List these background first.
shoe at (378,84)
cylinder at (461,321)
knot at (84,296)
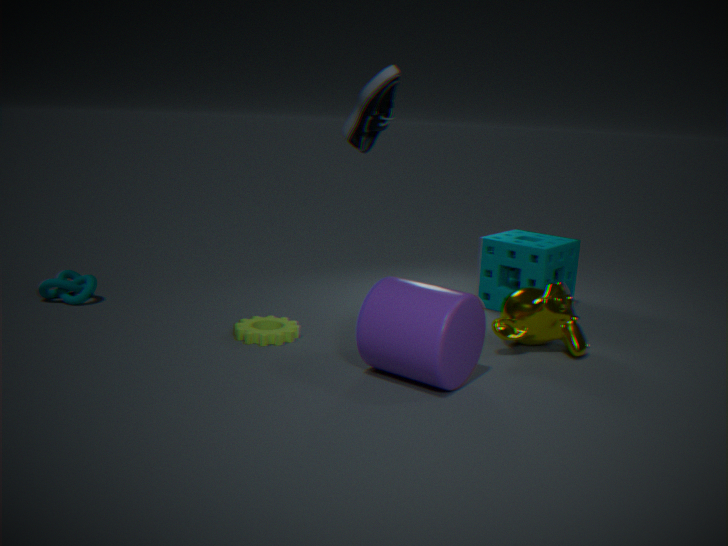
knot at (84,296) < shoe at (378,84) < cylinder at (461,321)
